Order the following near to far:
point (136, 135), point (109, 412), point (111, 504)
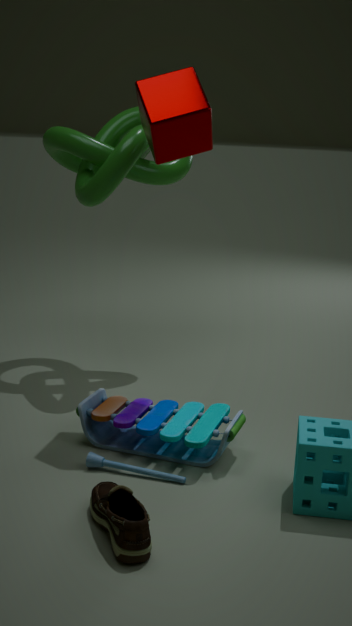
point (111, 504)
point (109, 412)
point (136, 135)
